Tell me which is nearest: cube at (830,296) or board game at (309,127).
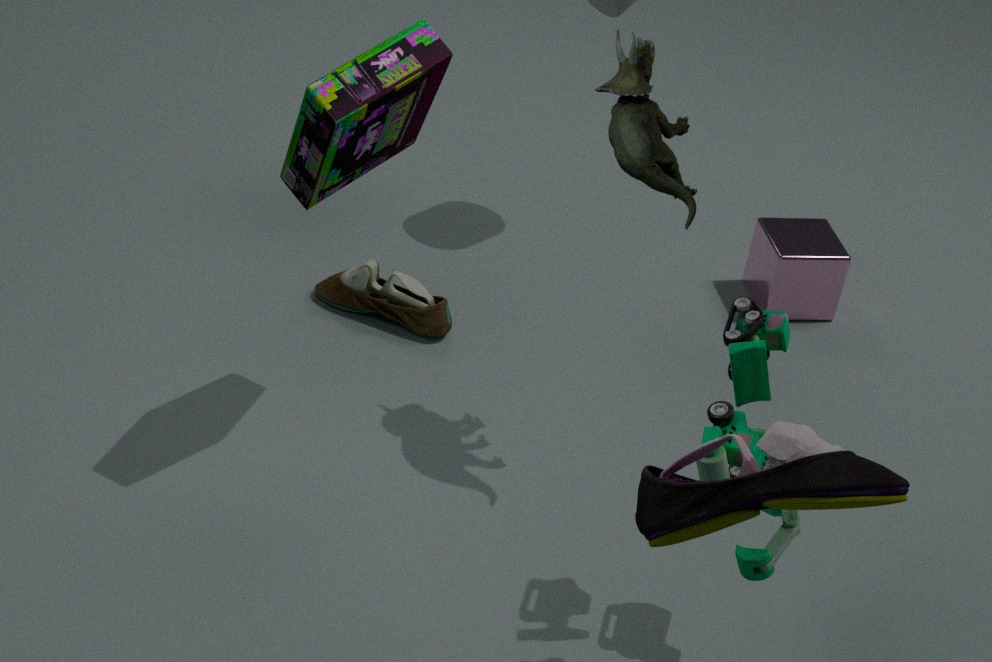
board game at (309,127)
